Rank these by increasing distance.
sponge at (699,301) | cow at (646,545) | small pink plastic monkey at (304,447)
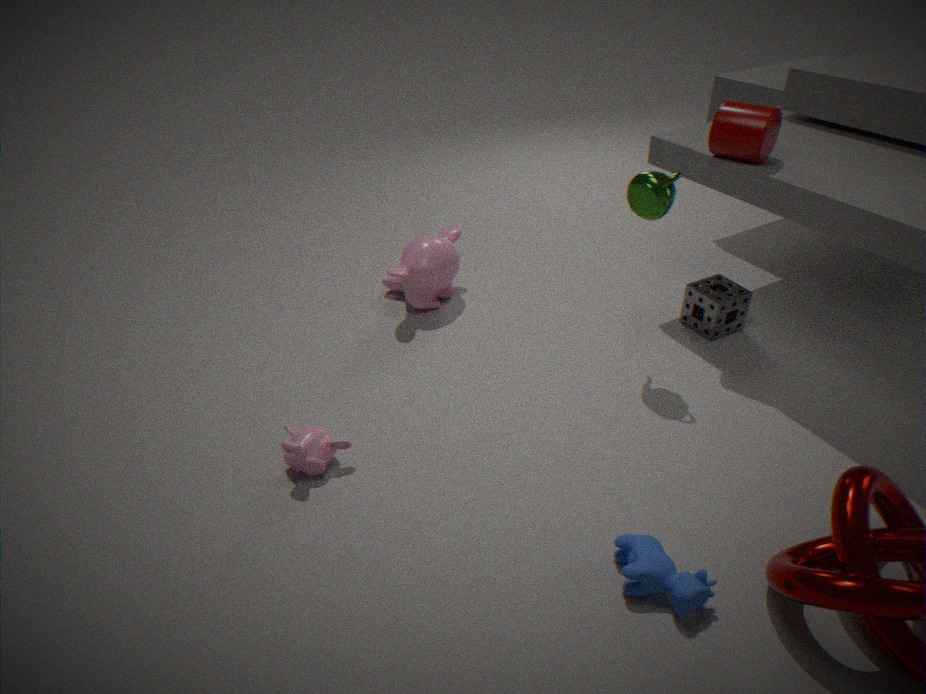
1. cow at (646,545)
2. small pink plastic monkey at (304,447)
3. sponge at (699,301)
